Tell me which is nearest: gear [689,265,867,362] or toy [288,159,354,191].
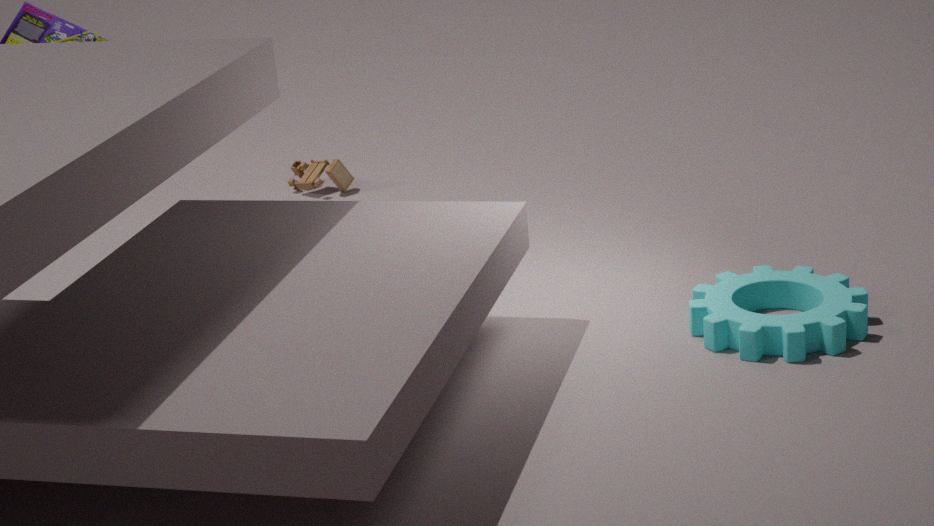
gear [689,265,867,362]
